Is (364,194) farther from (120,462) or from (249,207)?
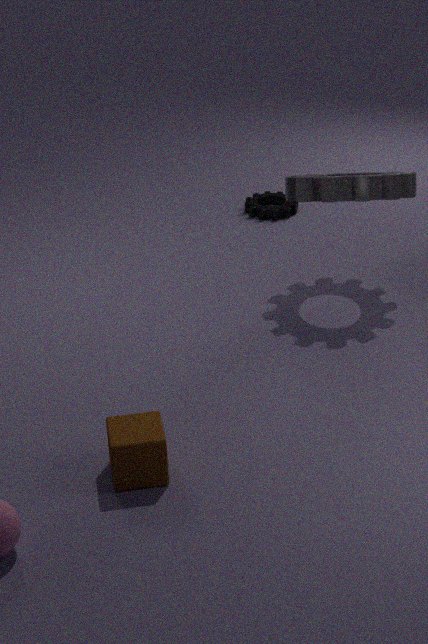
(120,462)
